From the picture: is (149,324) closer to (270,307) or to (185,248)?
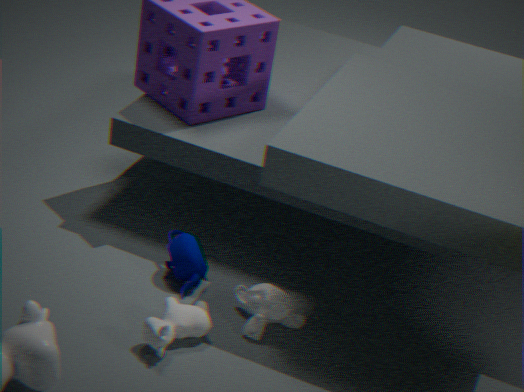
(270,307)
